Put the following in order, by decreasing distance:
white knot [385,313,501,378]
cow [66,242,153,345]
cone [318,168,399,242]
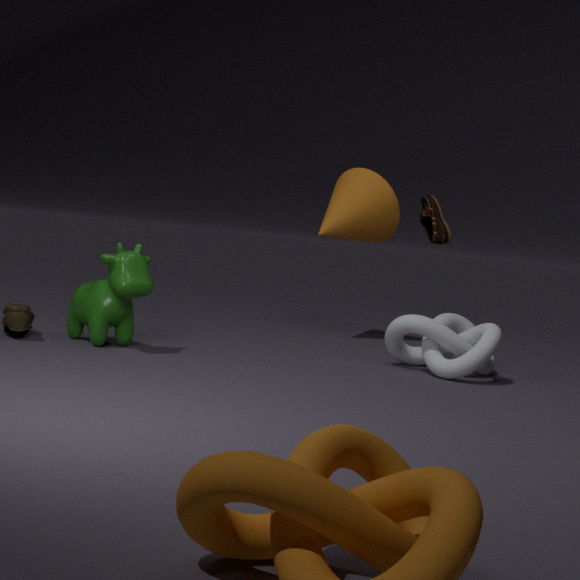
cone [318,168,399,242] < white knot [385,313,501,378] < cow [66,242,153,345]
